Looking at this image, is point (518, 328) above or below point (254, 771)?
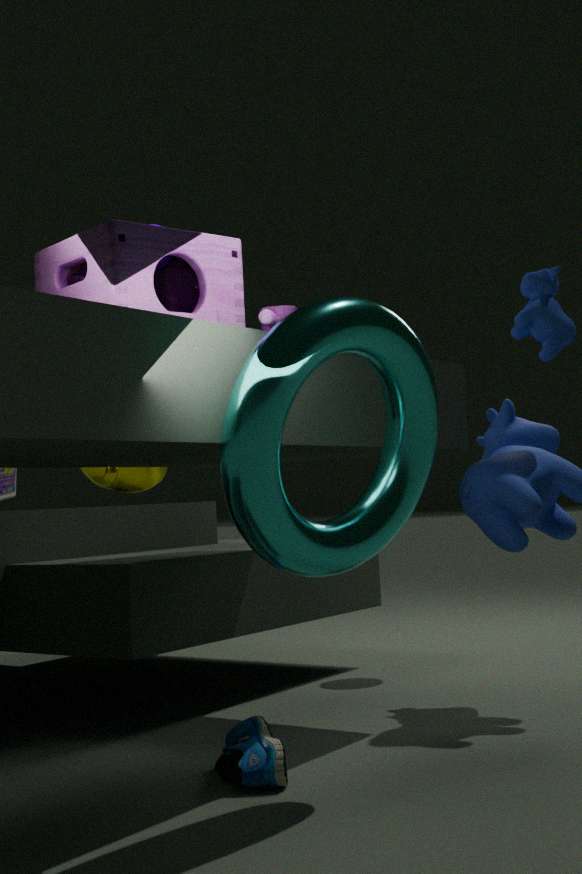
above
